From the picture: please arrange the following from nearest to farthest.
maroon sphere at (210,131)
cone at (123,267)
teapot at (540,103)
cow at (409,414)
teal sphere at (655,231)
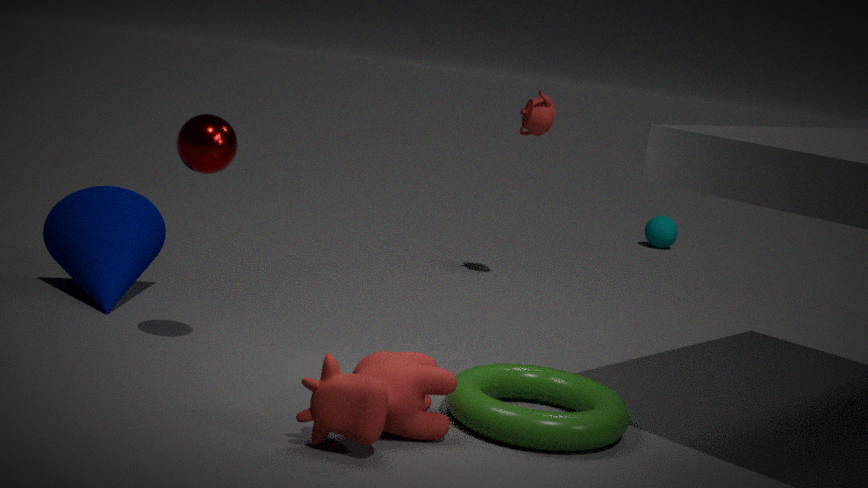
cow at (409,414)
maroon sphere at (210,131)
cone at (123,267)
teapot at (540,103)
teal sphere at (655,231)
